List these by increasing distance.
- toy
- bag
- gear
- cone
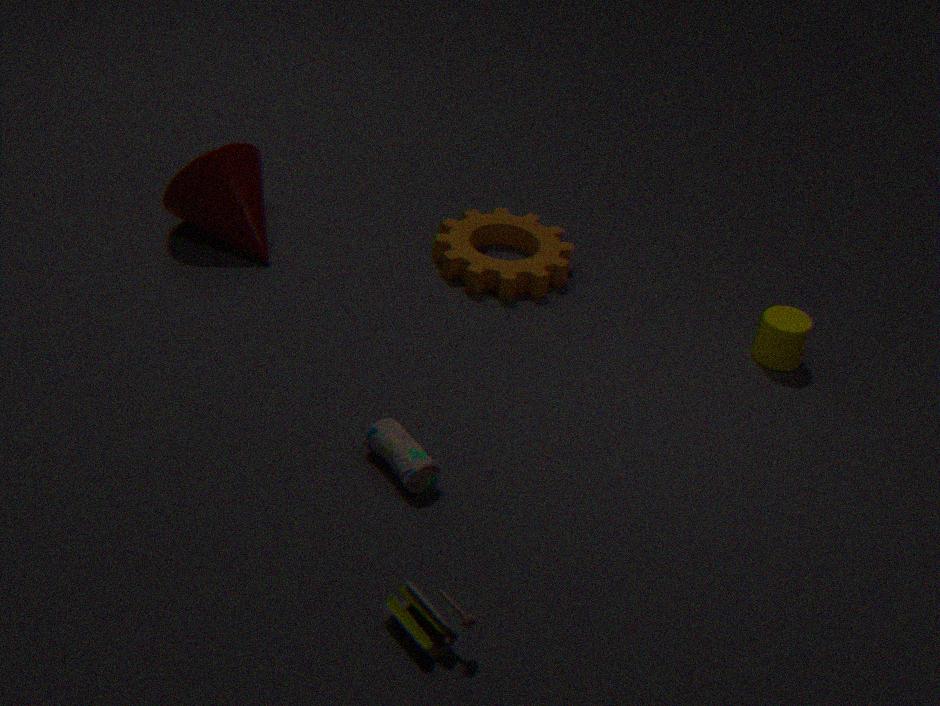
toy, bag, cone, gear
